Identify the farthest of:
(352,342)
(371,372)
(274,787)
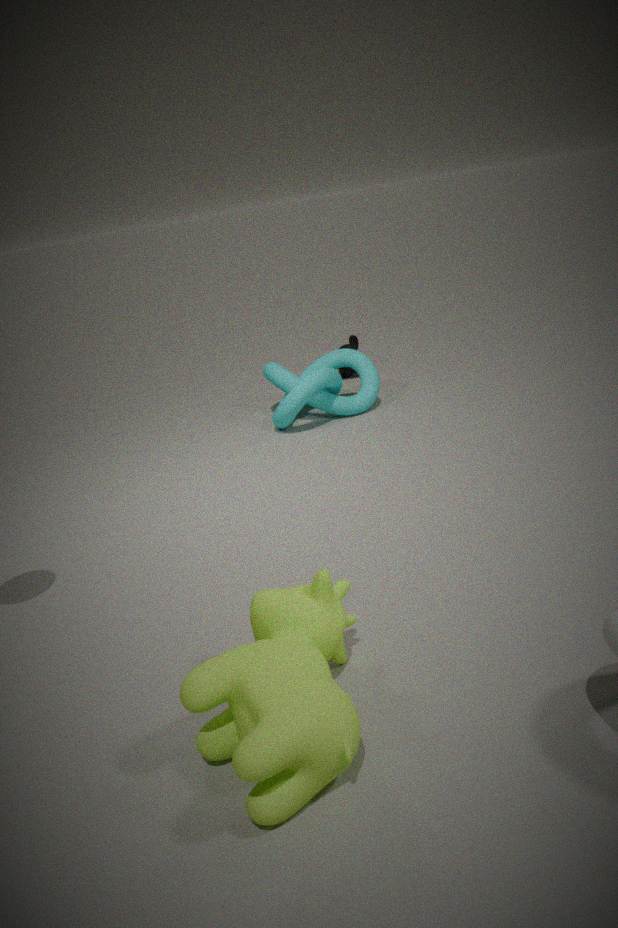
(352,342)
